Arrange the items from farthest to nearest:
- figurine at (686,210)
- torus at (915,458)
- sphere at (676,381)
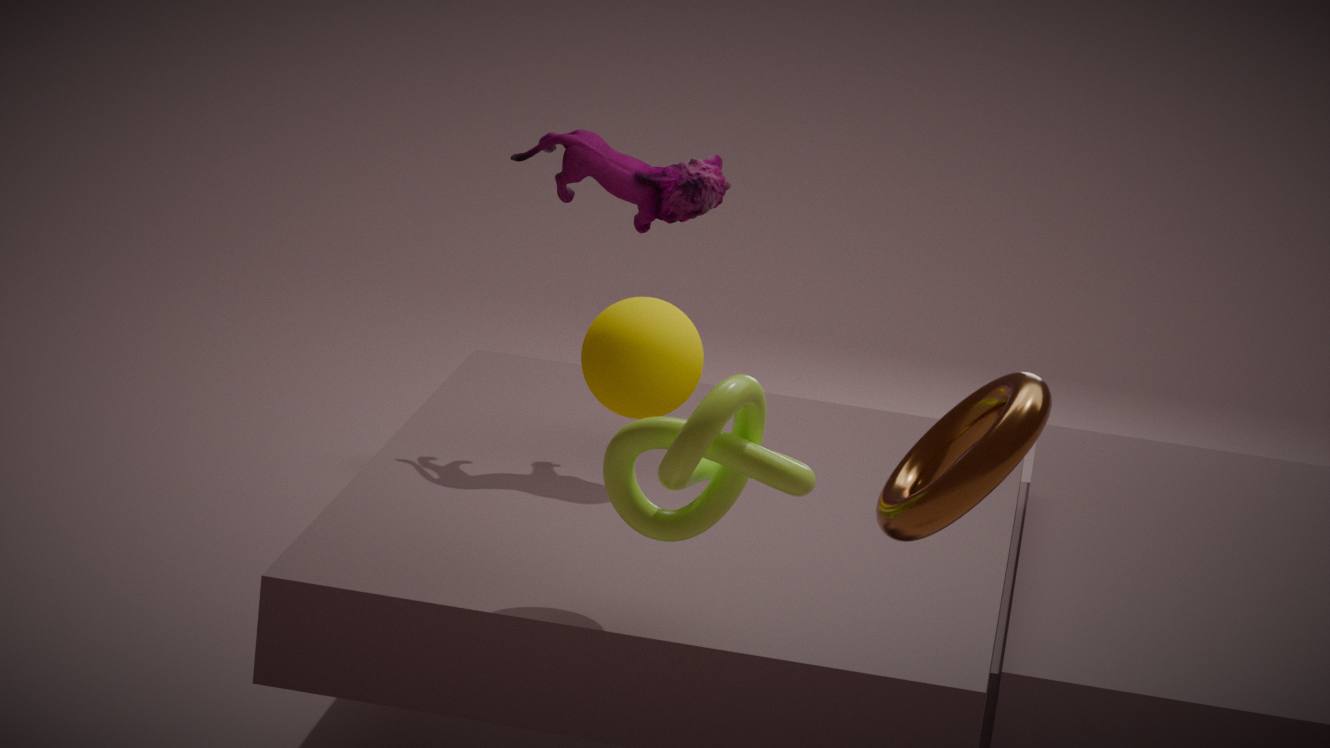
1. figurine at (686,210)
2. sphere at (676,381)
3. torus at (915,458)
